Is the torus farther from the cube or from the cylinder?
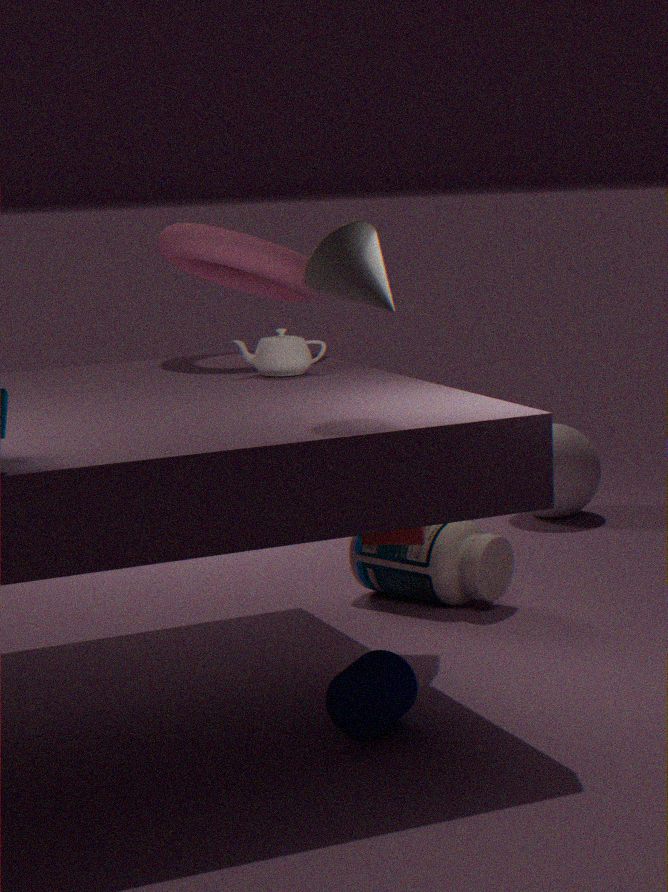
the cylinder
